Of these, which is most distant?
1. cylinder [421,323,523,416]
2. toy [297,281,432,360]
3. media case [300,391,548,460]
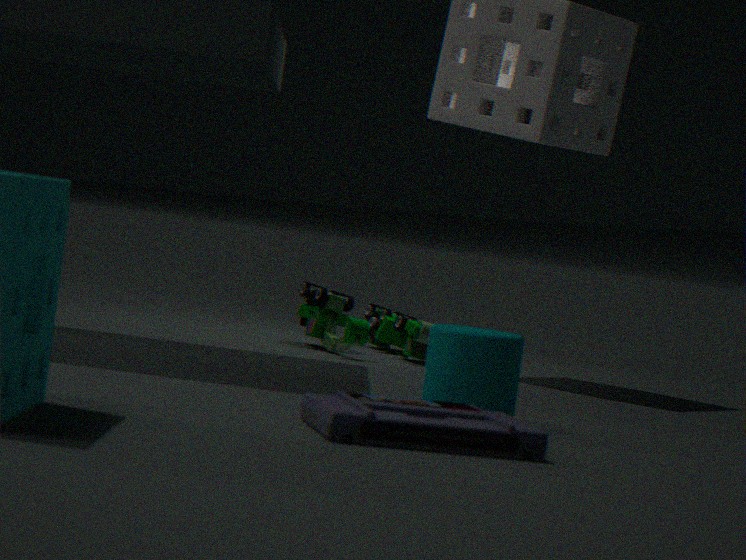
toy [297,281,432,360]
